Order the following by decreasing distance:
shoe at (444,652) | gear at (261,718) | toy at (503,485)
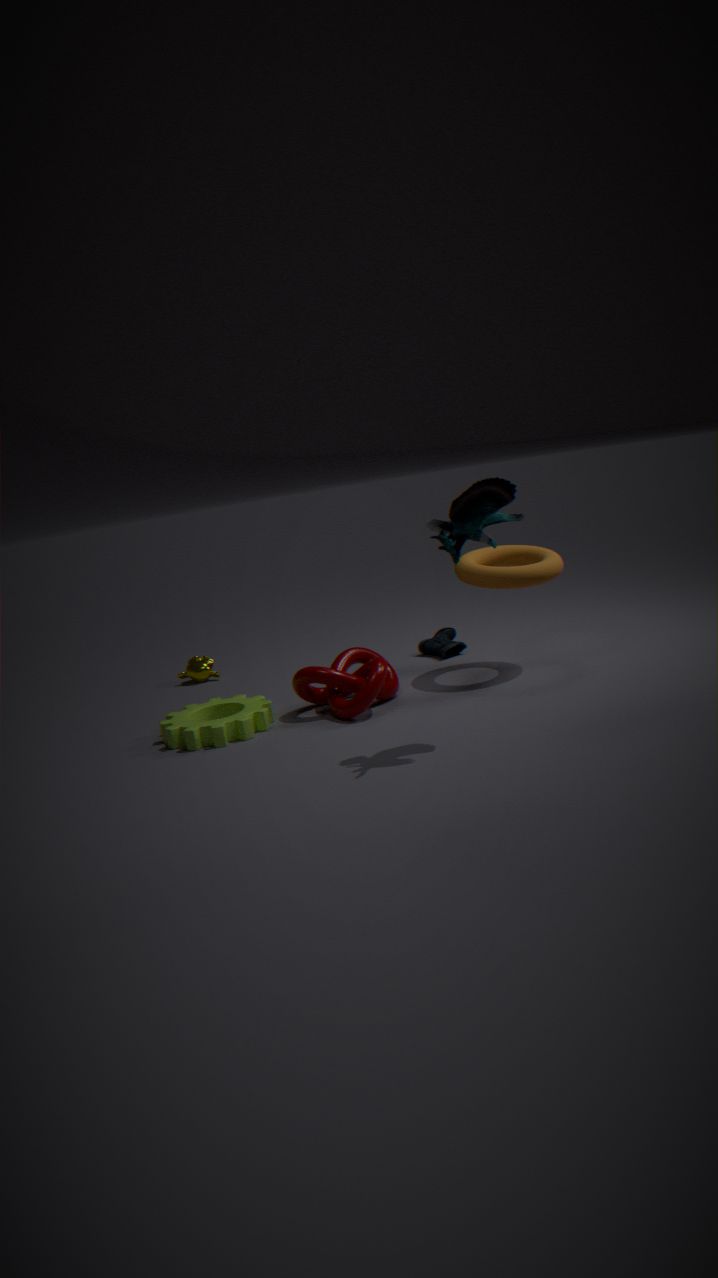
shoe at (444,652) → gear at (261,718) → toy at (503,485)
